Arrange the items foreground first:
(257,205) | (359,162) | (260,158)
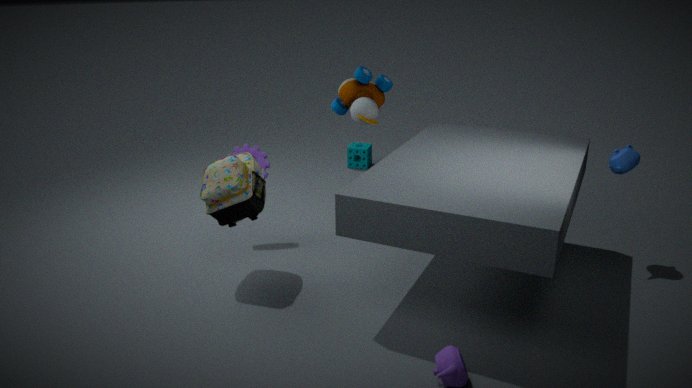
(257,205)
(260,158)
(359,162)
